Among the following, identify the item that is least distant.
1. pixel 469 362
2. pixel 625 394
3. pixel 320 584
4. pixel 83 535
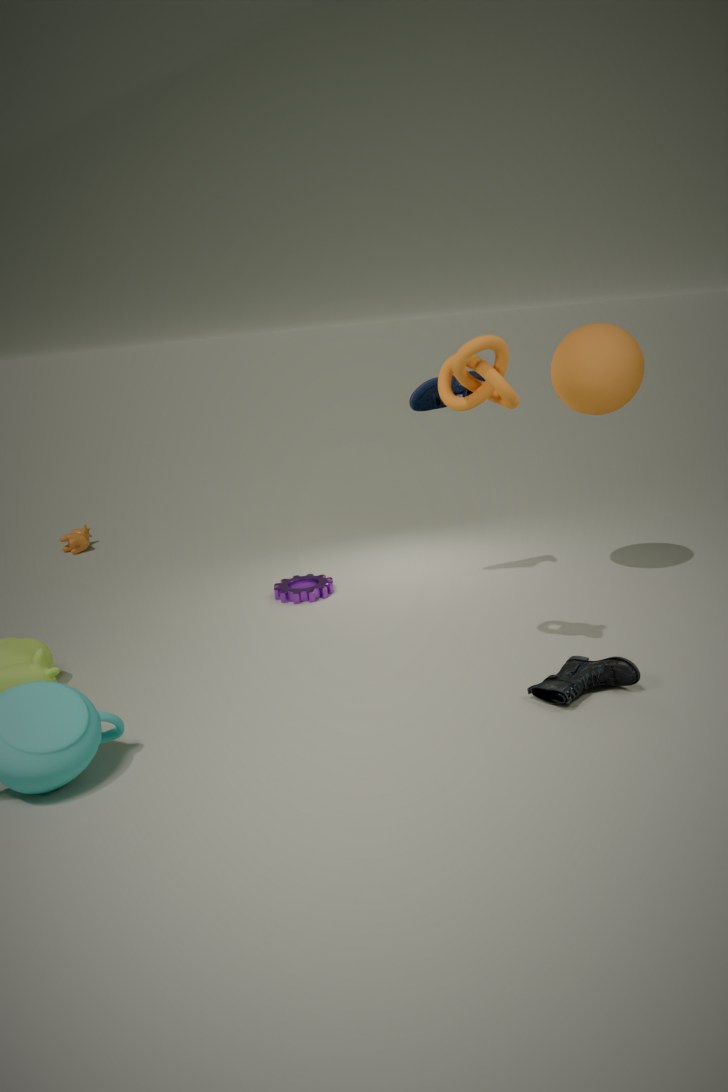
pixel 469 362
